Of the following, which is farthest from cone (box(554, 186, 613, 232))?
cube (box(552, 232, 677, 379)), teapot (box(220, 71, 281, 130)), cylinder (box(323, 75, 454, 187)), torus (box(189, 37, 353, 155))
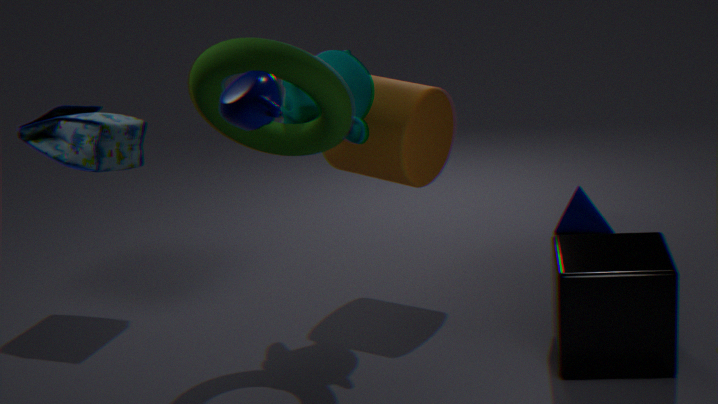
teapot (box(220, 71, 281, 130))
